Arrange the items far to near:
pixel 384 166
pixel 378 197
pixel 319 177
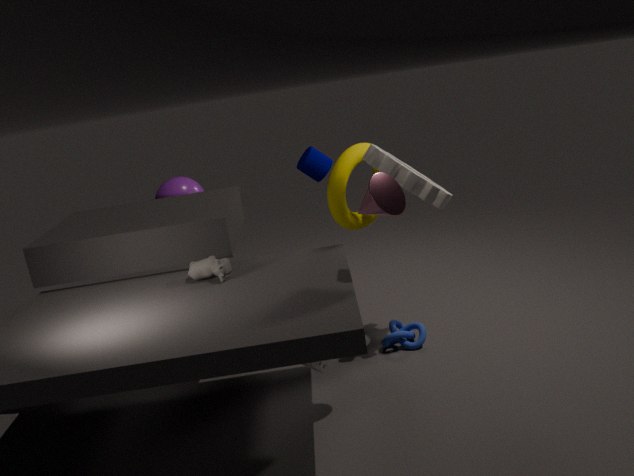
pixel 319 177, pixel 384 166, pixel 378 197
